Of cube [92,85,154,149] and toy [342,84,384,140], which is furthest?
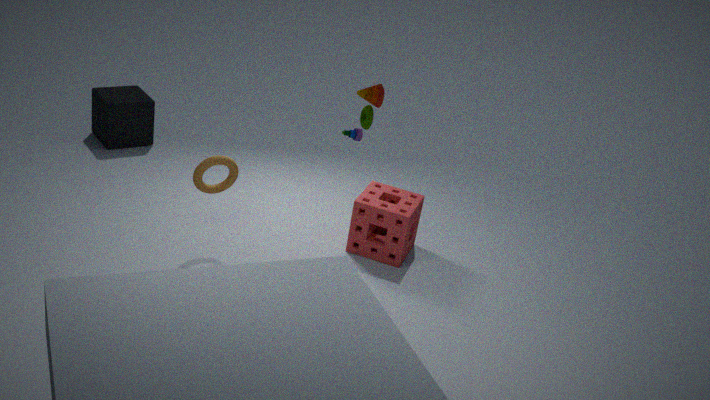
cube [92,85,154,149]
